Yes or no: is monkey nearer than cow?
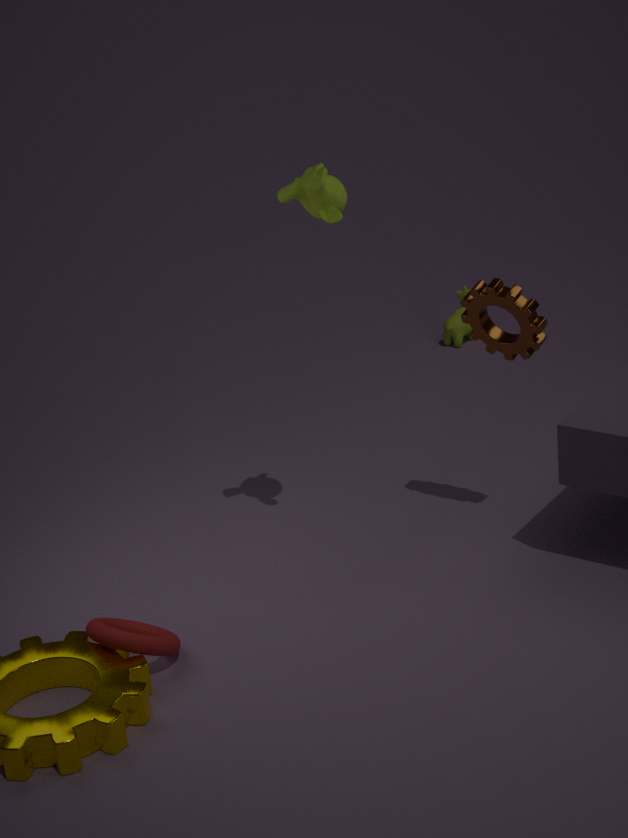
Yes
